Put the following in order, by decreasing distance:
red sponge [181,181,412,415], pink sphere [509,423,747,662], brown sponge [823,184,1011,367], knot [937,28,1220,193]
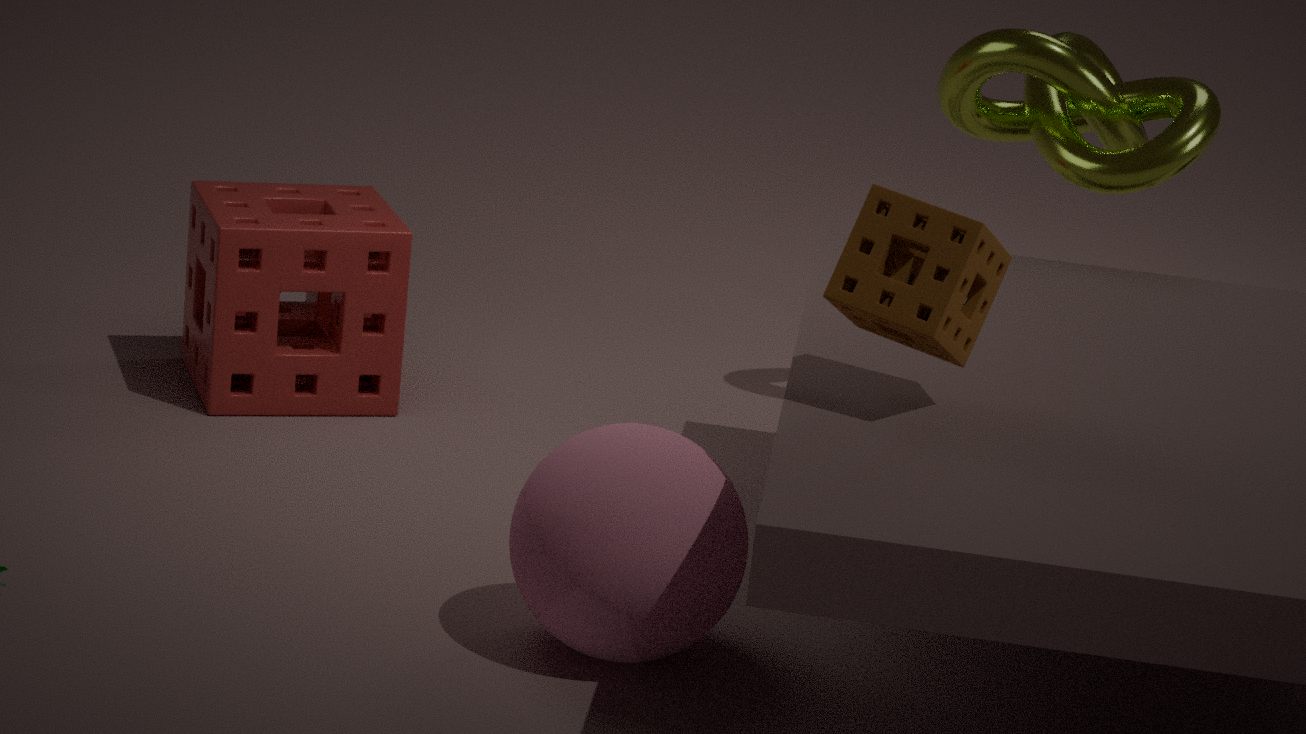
knot [937,28,1220,193], red sponge [181,181,412,415], pink sphere [509,423,747,662], brown sponge [823,184,1011,367]
